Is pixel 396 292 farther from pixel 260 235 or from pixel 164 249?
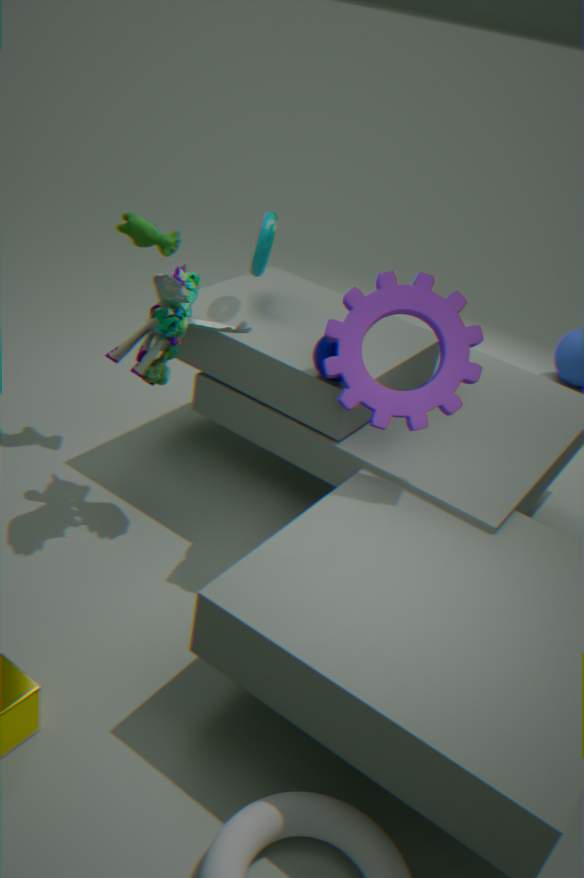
pixel 164 249
